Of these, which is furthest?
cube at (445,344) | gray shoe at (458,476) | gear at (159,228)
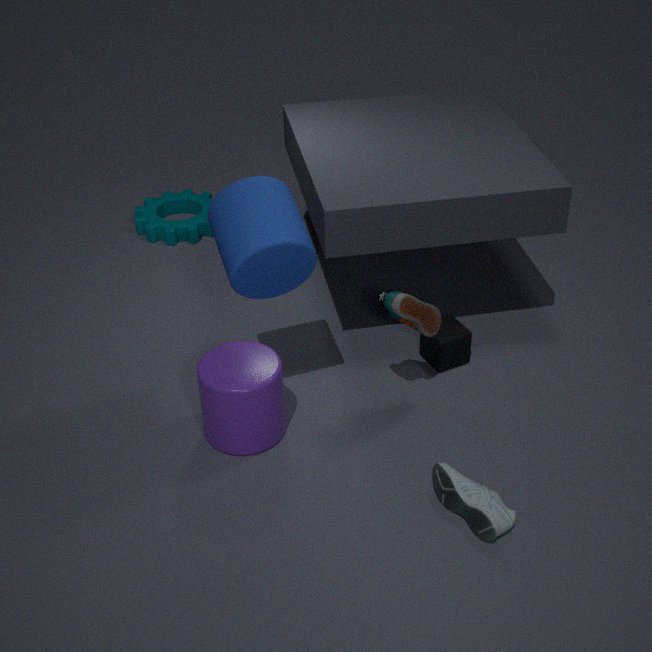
gear at (159,228)
